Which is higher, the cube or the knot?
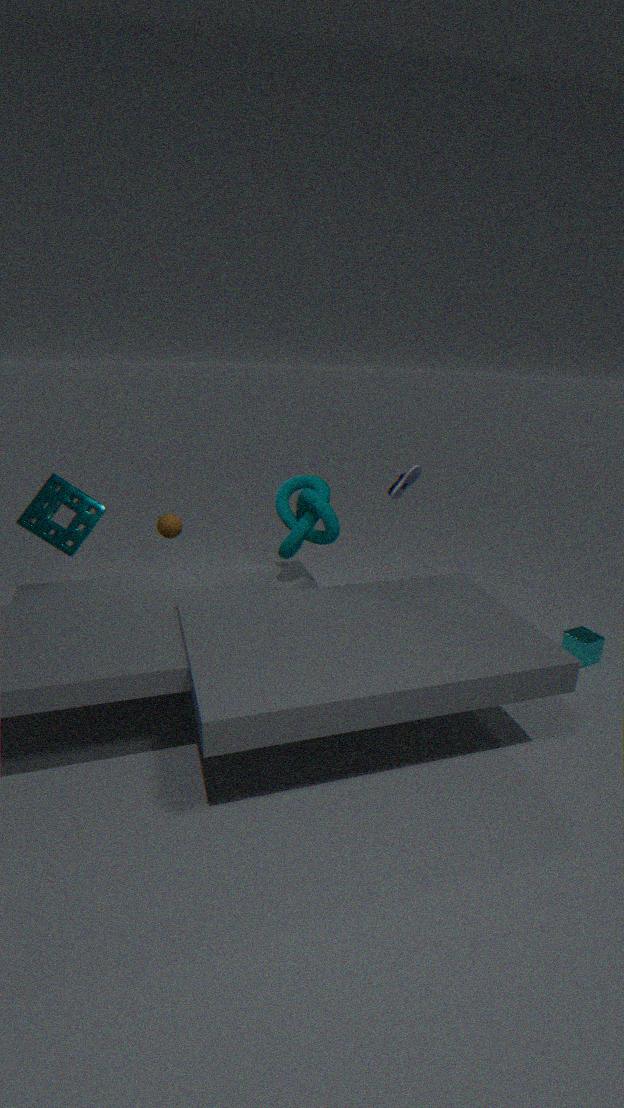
the knot
